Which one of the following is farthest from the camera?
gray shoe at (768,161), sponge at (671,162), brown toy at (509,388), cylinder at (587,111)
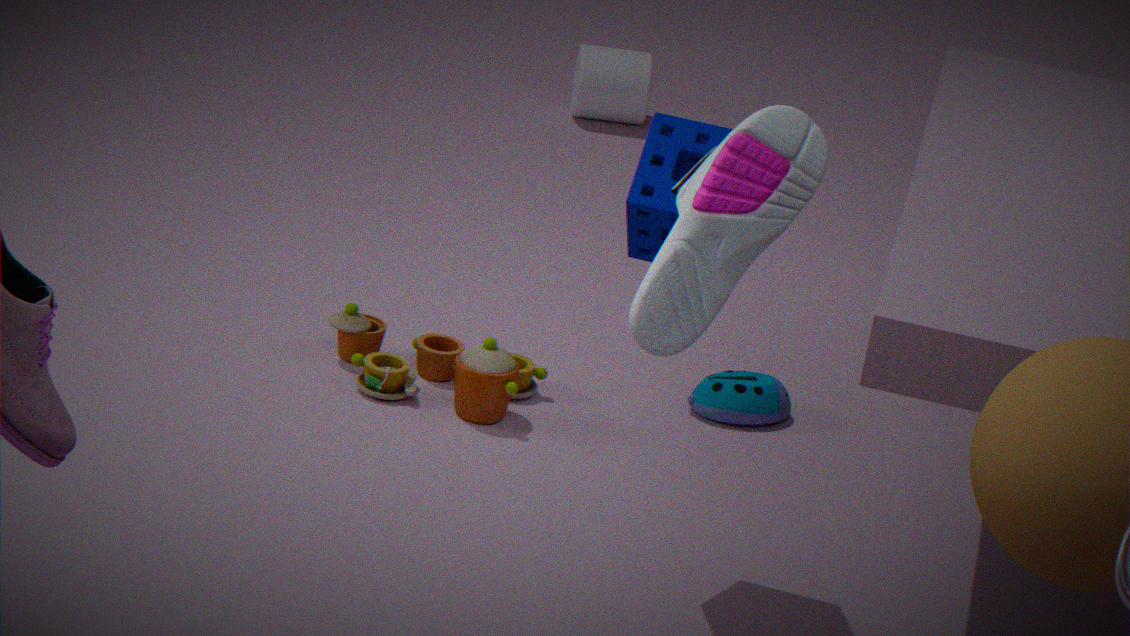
cylinder at (587,111)
